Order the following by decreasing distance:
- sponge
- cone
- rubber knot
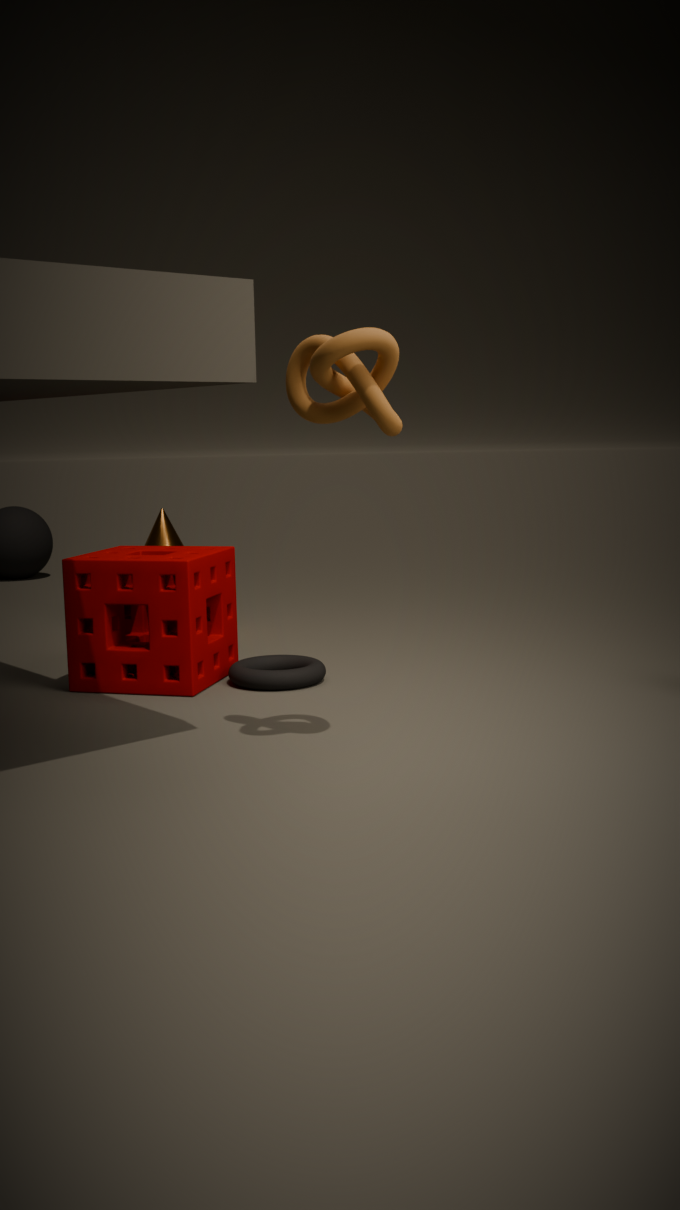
cone, sponge, rubber knot
